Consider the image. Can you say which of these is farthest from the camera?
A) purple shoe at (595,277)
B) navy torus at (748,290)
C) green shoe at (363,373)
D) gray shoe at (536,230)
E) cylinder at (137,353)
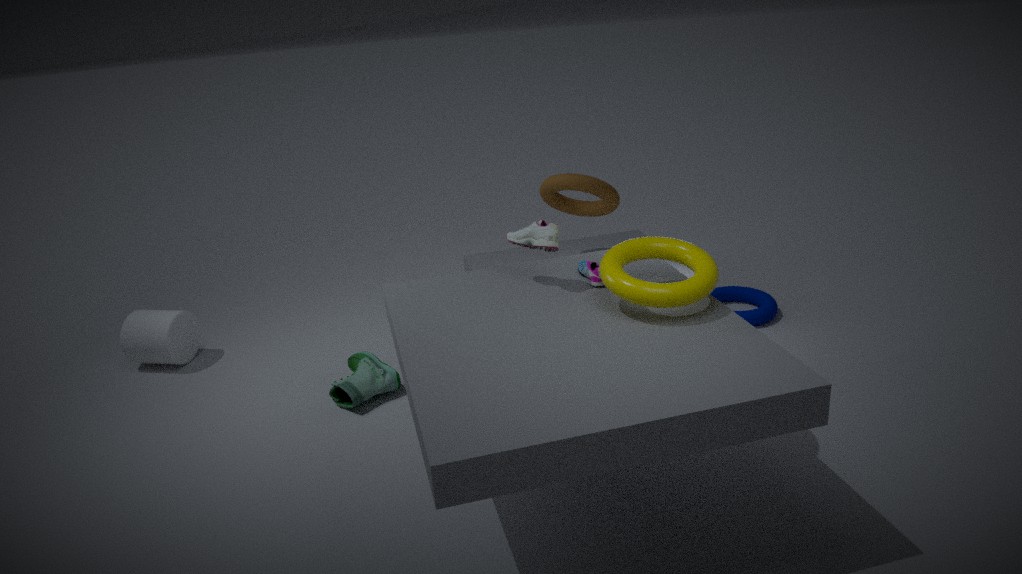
navy torus at (748,290)
